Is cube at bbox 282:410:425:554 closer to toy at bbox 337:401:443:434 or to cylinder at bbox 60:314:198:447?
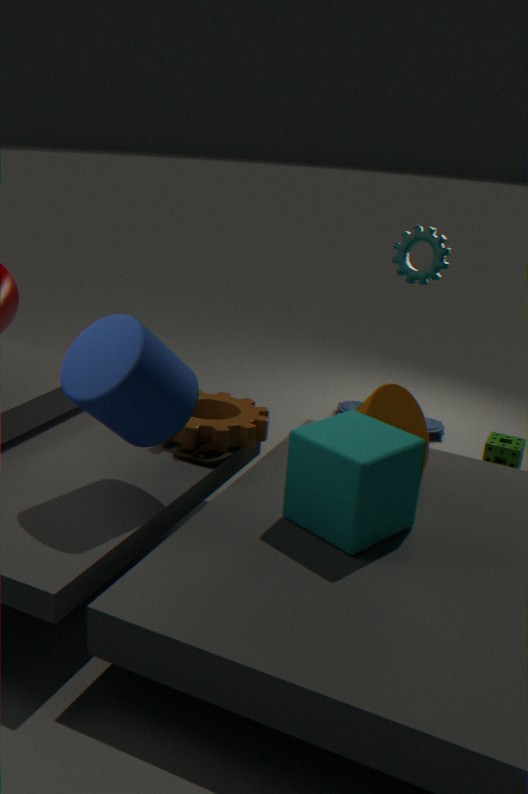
cylinder at bbox 60:314:198:447
